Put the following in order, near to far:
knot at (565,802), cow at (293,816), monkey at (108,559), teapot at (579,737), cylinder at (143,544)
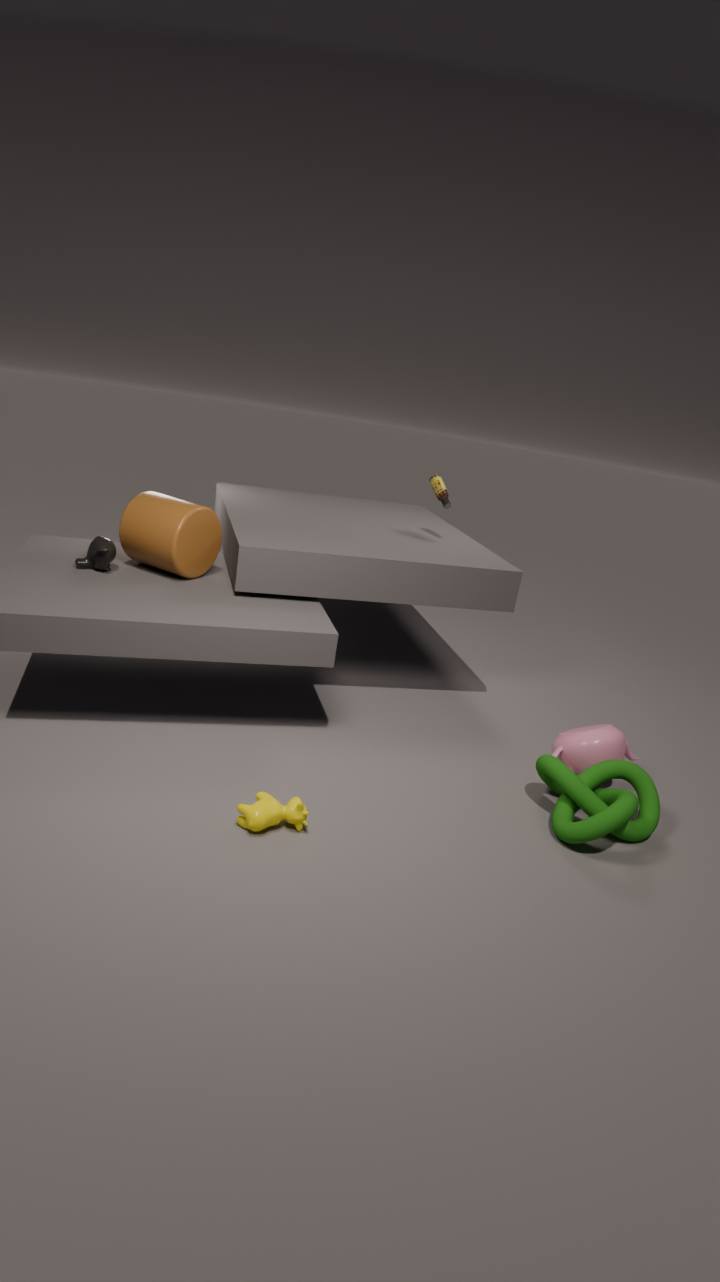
1. cow at (293,816)
2. knot at (565,802)
3. teapot at (579,737)
4. cylinder at (143,544)
5. monkey at (108,559)
